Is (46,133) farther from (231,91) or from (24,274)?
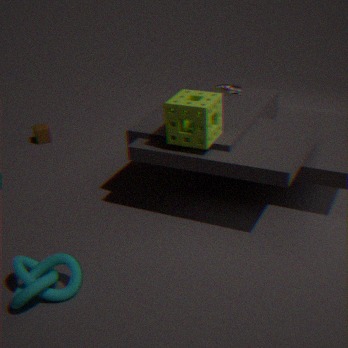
(24,274)
